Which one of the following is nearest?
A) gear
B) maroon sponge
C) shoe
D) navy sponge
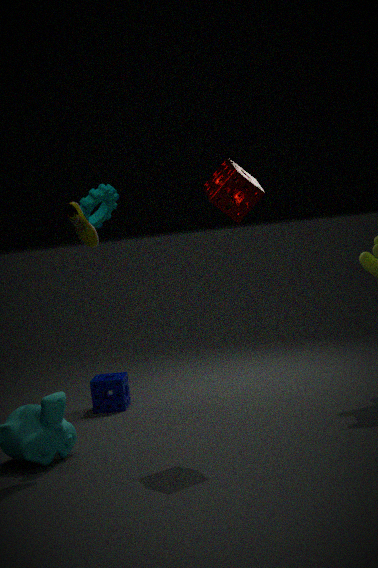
maroon sponge
